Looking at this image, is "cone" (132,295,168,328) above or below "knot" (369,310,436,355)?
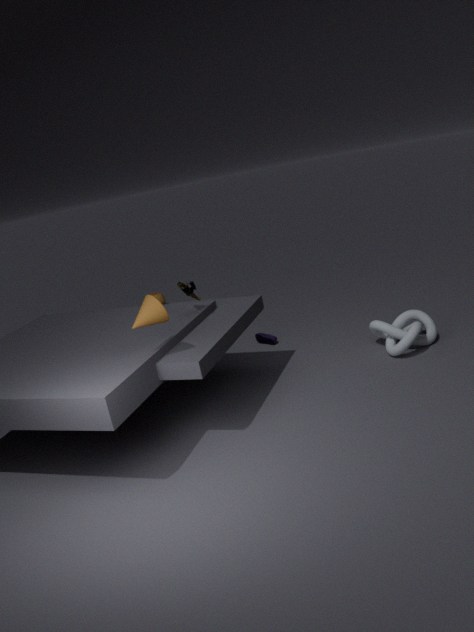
above
